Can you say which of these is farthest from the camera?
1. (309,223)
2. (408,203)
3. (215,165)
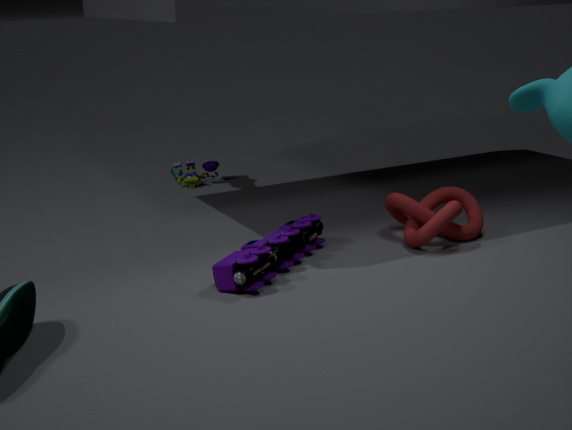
(215,165)
